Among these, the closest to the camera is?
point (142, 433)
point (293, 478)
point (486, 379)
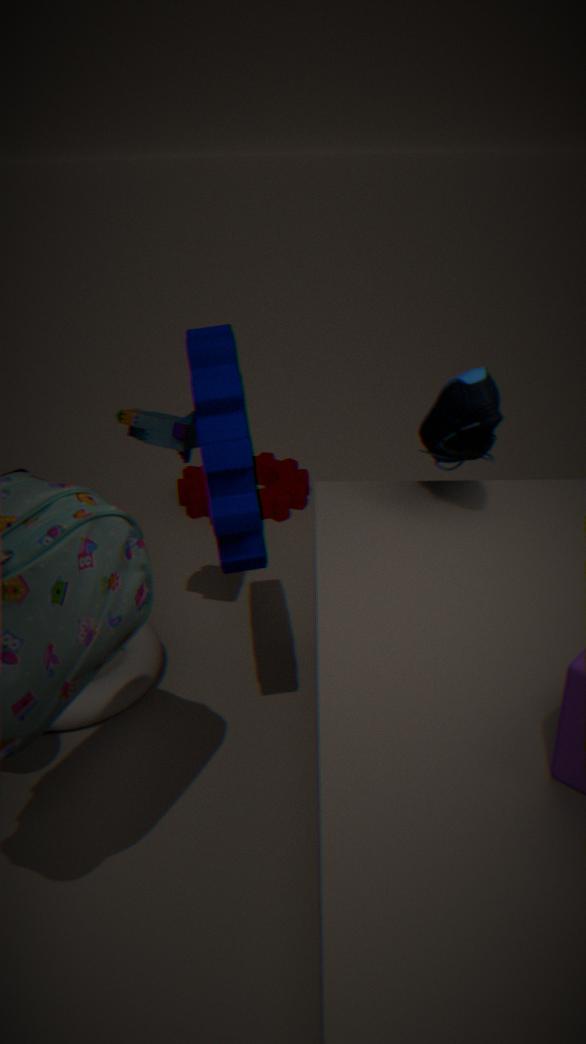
point (486, 379)
